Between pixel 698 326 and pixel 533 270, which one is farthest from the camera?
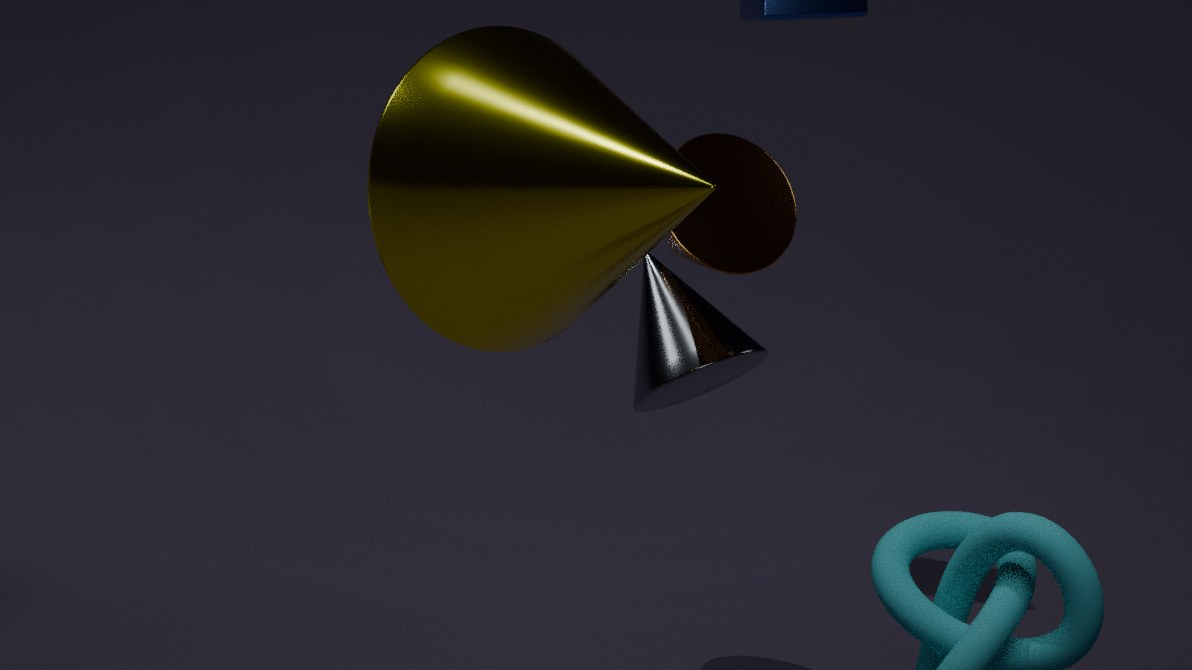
pixel 698 326
